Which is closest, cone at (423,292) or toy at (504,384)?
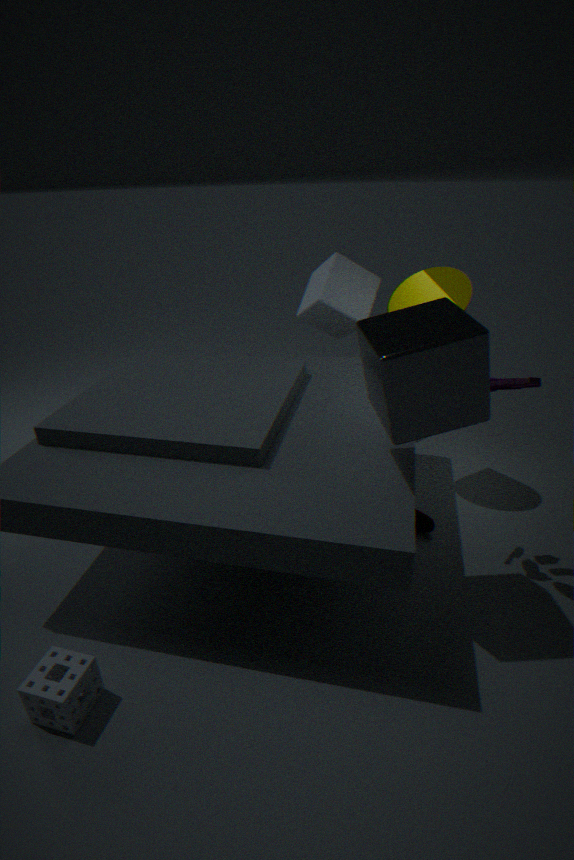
toy at (504,384)
